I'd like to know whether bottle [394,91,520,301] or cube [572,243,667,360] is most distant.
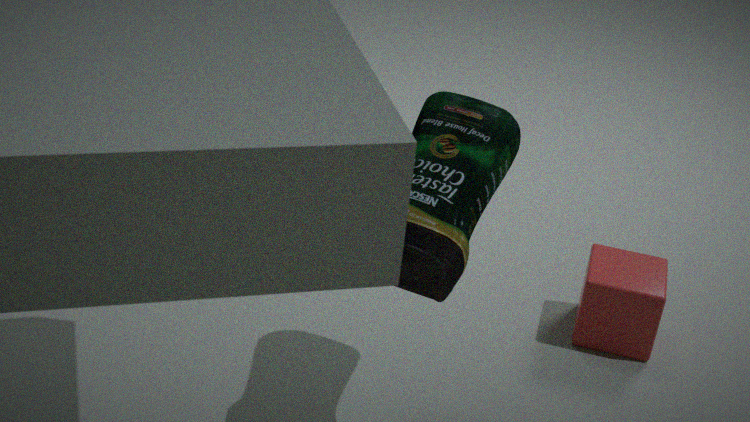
cube [572,243,667,360]
